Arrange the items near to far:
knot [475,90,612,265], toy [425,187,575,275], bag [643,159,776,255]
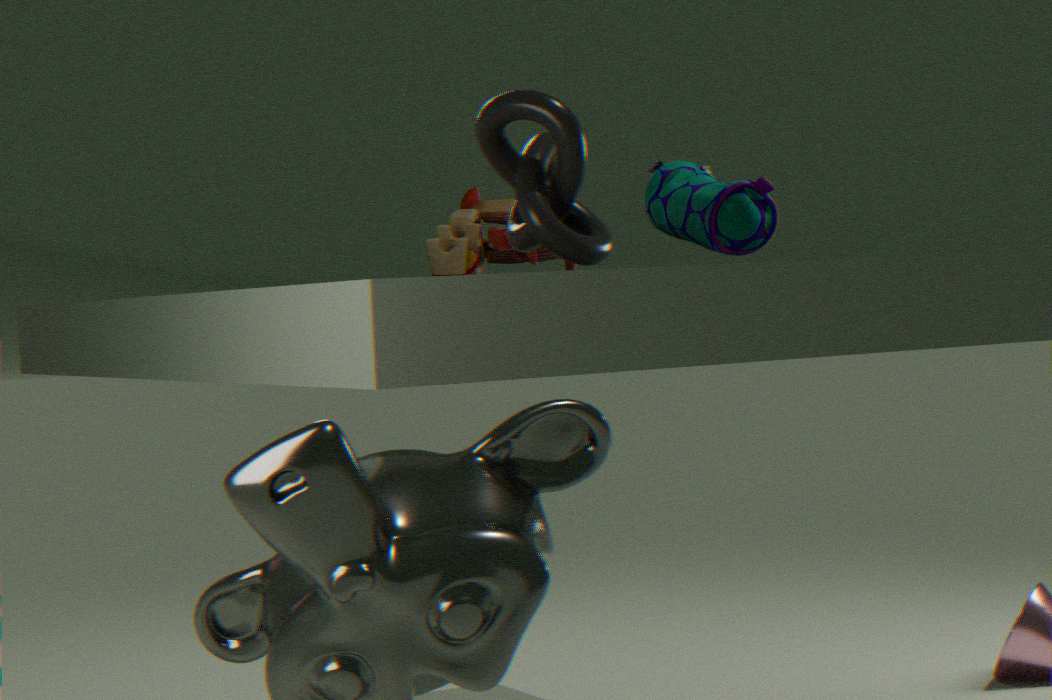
1. knot [475,90,612,265]
2. toy [425,187,575,275]
3. bag [643,159,776,255]
